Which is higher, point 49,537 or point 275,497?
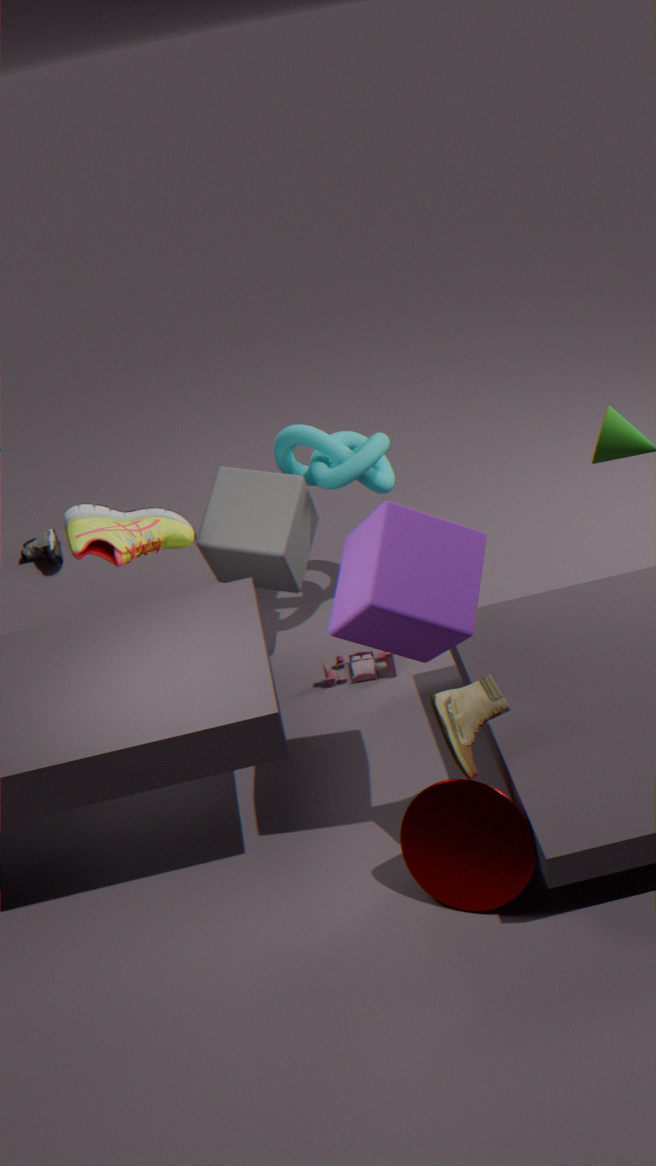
point 275,497
